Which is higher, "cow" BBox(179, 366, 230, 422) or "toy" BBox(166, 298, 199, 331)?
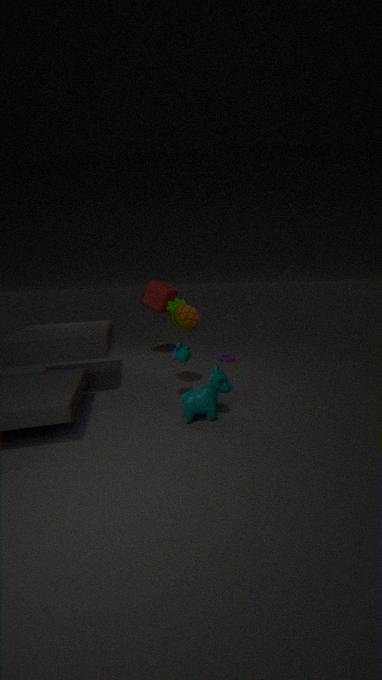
"toy" BBox(166, 298, 199, 331)
